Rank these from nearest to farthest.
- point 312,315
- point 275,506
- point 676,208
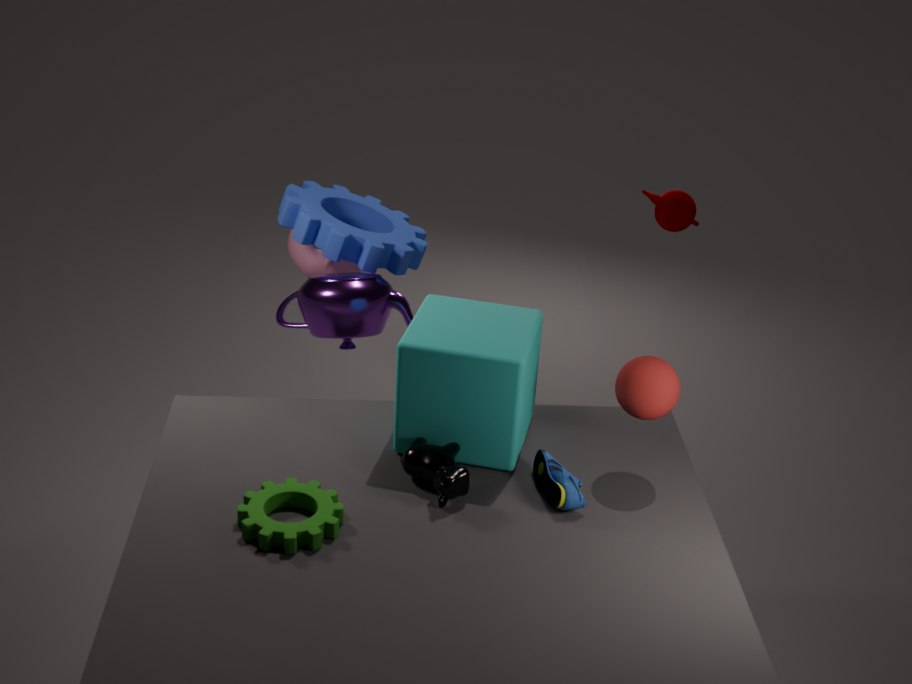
point 275,506
point 312,315
point 676,208
